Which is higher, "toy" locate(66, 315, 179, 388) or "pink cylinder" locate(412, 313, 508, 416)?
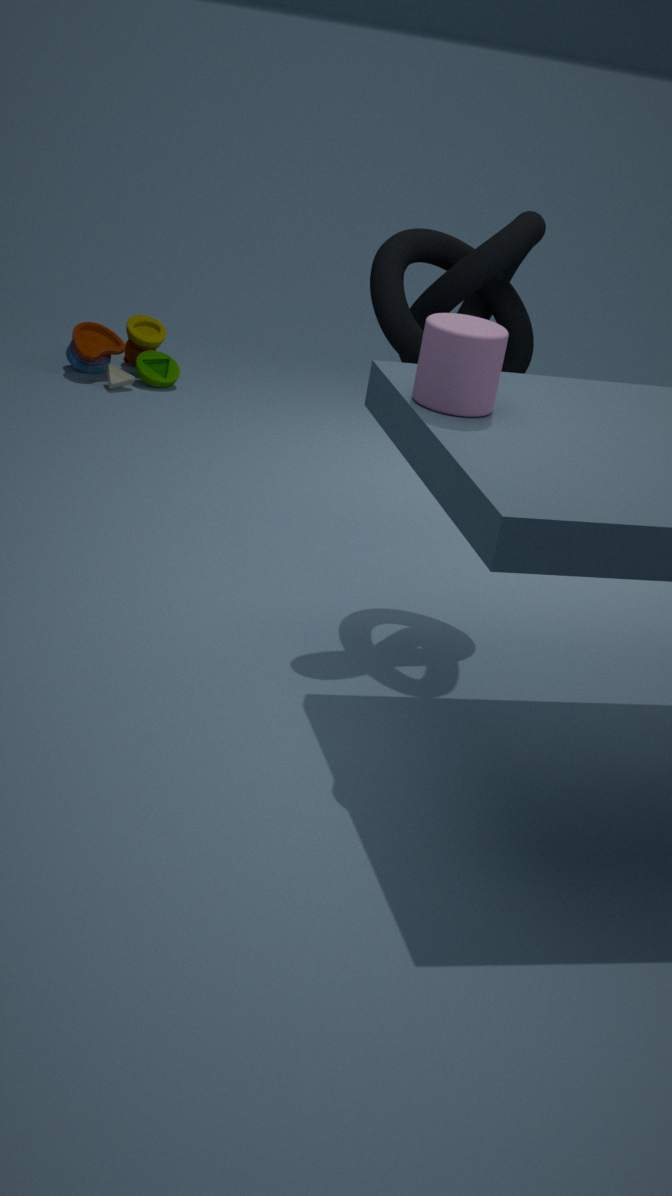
"pink cylinder" locate(412, 313, 508, 416)
